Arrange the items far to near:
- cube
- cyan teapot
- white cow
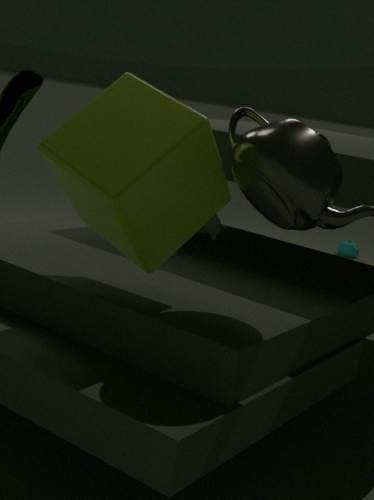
cyan teapot
white cow
cube
